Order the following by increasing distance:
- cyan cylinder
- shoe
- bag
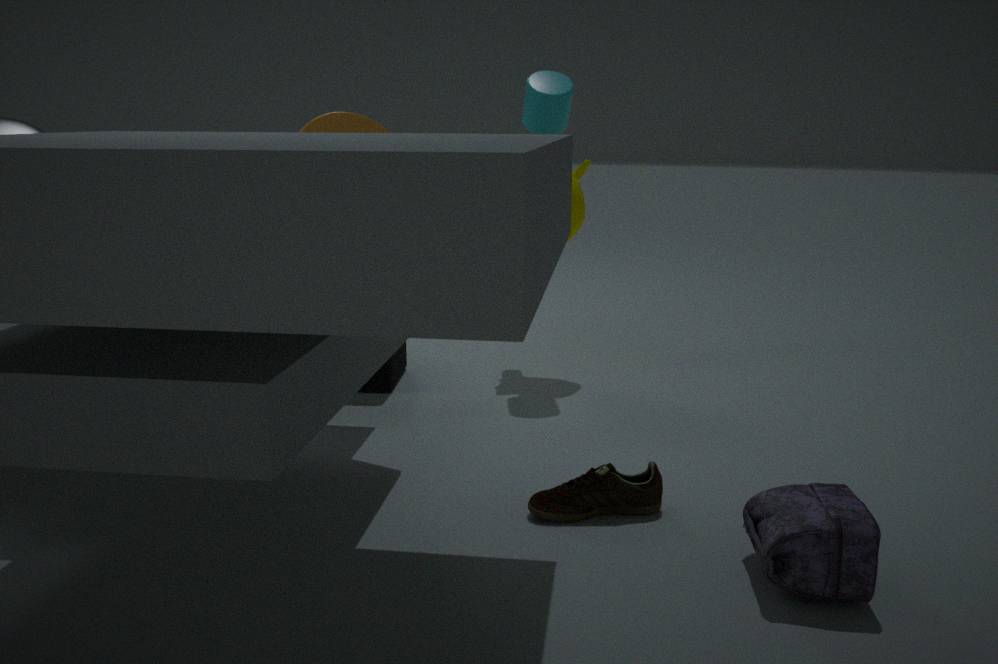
bag → shoe → cyan cylinder
